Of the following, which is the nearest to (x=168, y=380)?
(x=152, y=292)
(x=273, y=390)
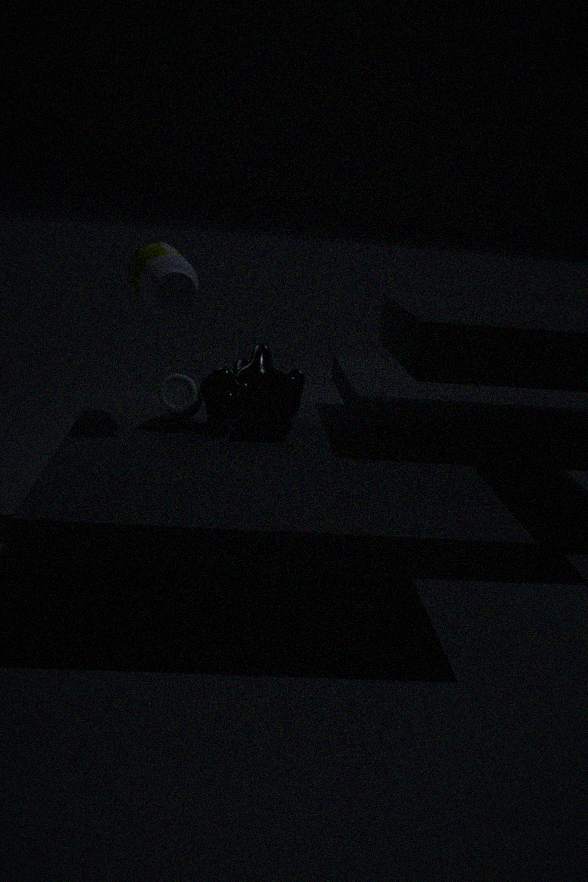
(x=273, y=390)
